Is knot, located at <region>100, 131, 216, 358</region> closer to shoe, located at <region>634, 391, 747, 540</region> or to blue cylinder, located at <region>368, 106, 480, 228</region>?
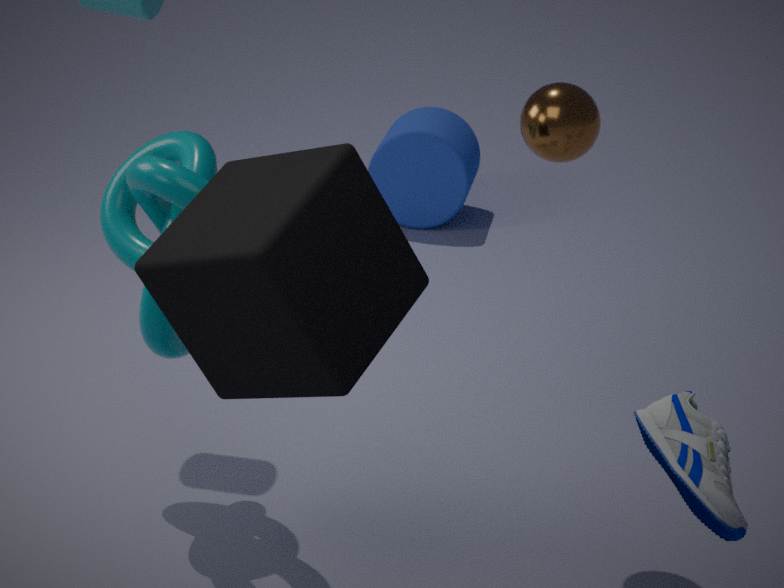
shoe, located at <region>634, 391, 747, 540</region>
